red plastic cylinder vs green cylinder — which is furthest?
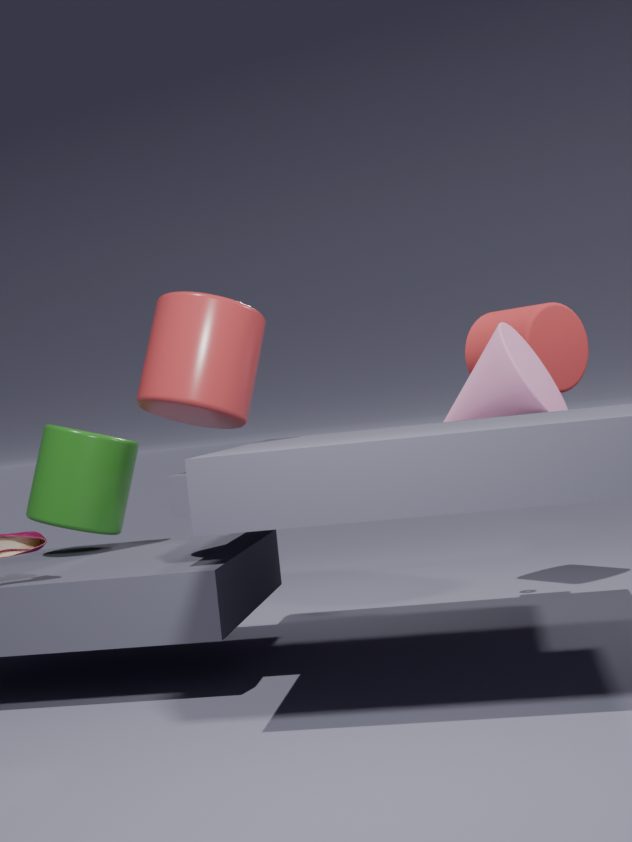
green cylinder
